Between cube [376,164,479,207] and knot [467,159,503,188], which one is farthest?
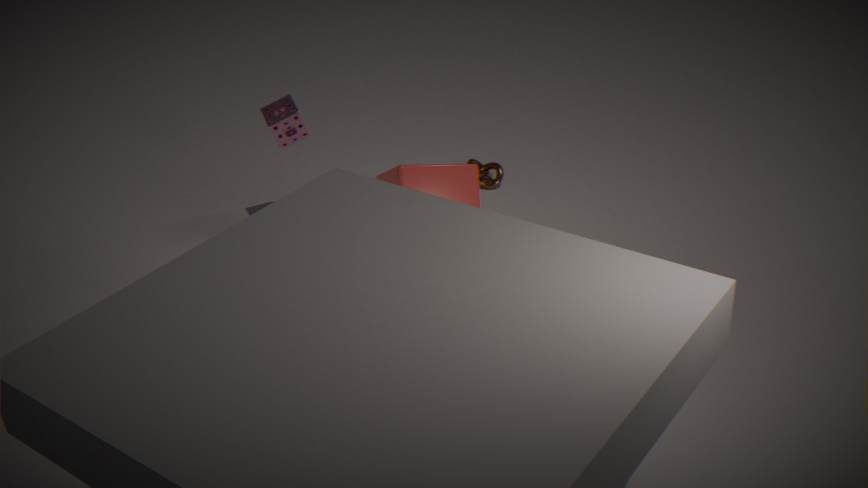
knot [467,159,503,188]
